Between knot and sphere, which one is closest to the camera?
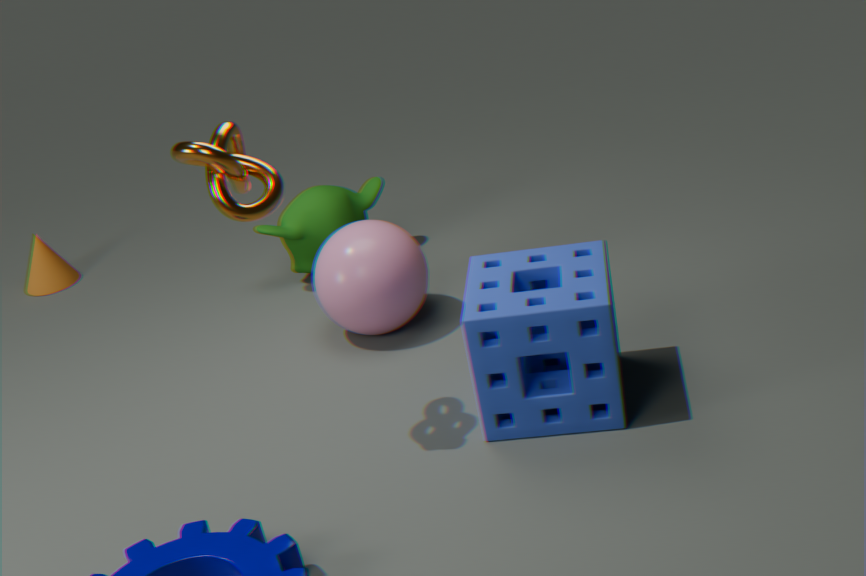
knot
